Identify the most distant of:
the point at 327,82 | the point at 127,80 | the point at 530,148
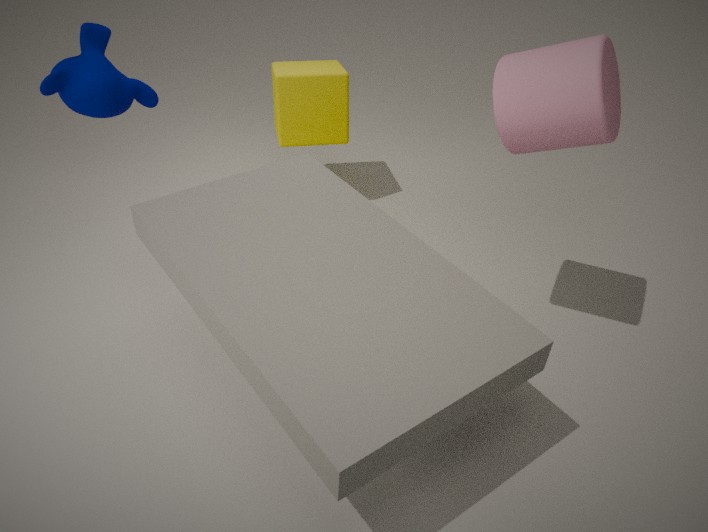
the point at 327,82
